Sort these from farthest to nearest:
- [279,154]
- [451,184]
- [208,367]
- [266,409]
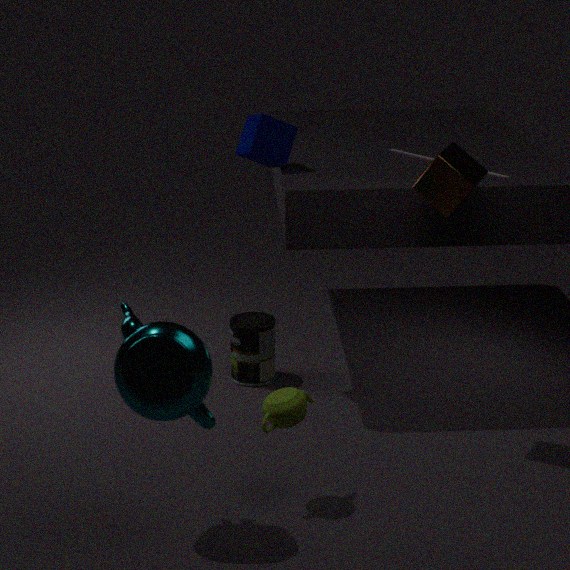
[279,154]
[451,184]
[266,409]
[208,367]
